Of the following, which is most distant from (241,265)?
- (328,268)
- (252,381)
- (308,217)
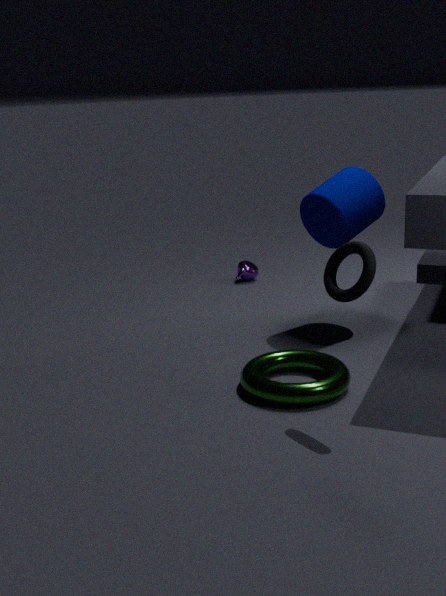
(328,268)
